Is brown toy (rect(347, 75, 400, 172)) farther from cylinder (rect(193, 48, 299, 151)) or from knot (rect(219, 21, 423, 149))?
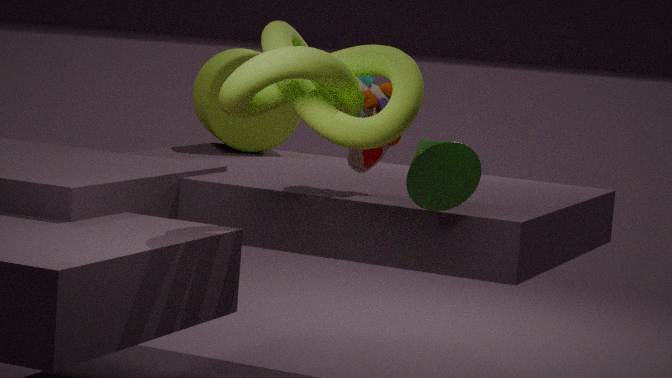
cylinder (rect(193, 48, 299, 151))
